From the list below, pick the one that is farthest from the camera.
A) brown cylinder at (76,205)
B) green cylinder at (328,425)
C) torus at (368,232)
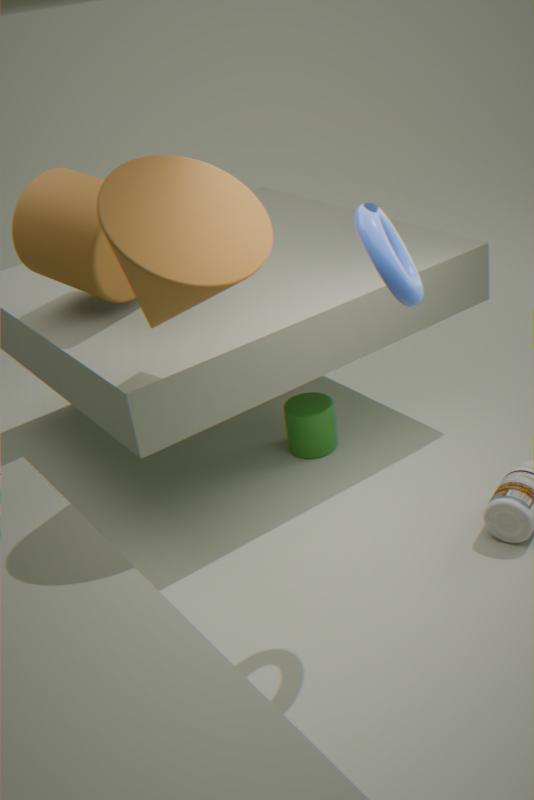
green cylinder at (328,425)
